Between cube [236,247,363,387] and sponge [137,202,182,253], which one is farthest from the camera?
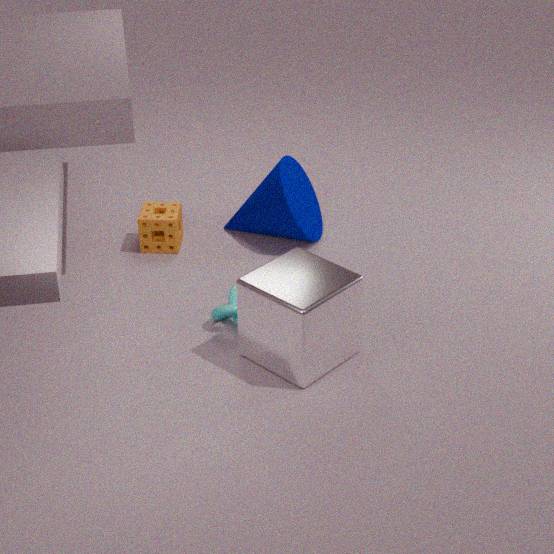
sponge [137,202,182,253]
